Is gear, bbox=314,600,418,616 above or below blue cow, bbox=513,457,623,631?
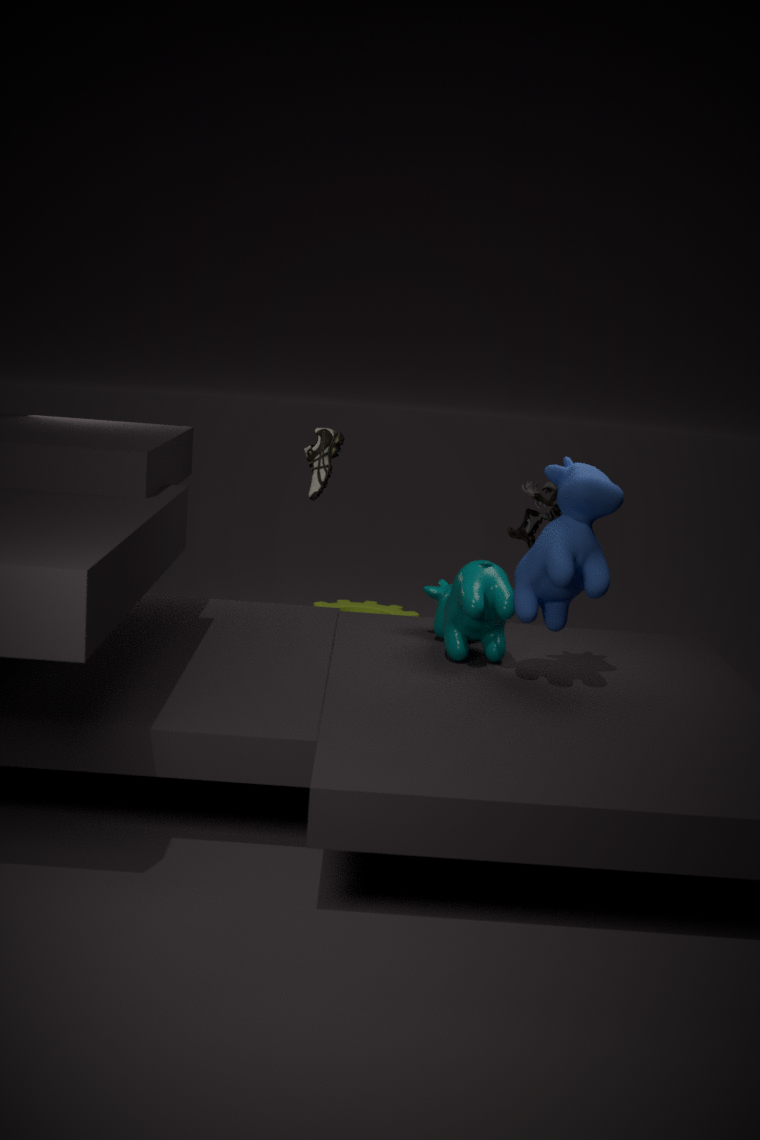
below
